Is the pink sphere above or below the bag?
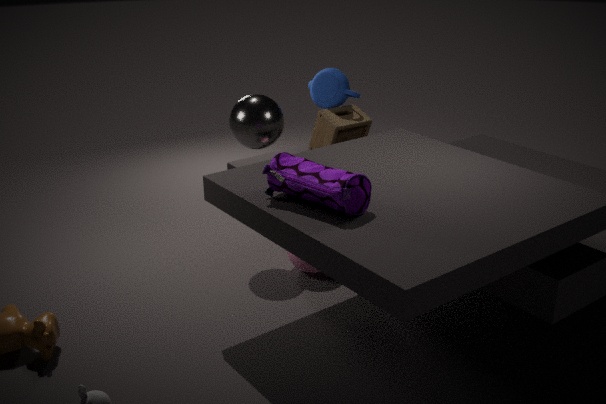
below
